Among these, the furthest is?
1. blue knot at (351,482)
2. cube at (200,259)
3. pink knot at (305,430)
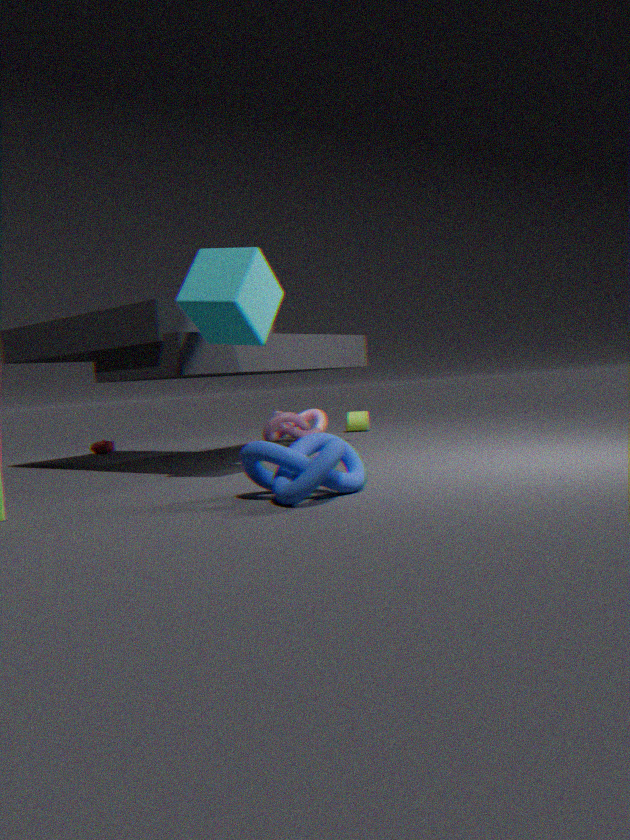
pink knot at (305,430)
